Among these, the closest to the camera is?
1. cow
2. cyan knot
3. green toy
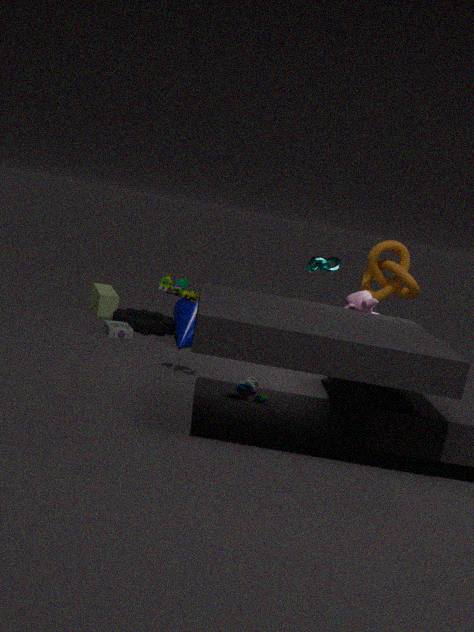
cow
